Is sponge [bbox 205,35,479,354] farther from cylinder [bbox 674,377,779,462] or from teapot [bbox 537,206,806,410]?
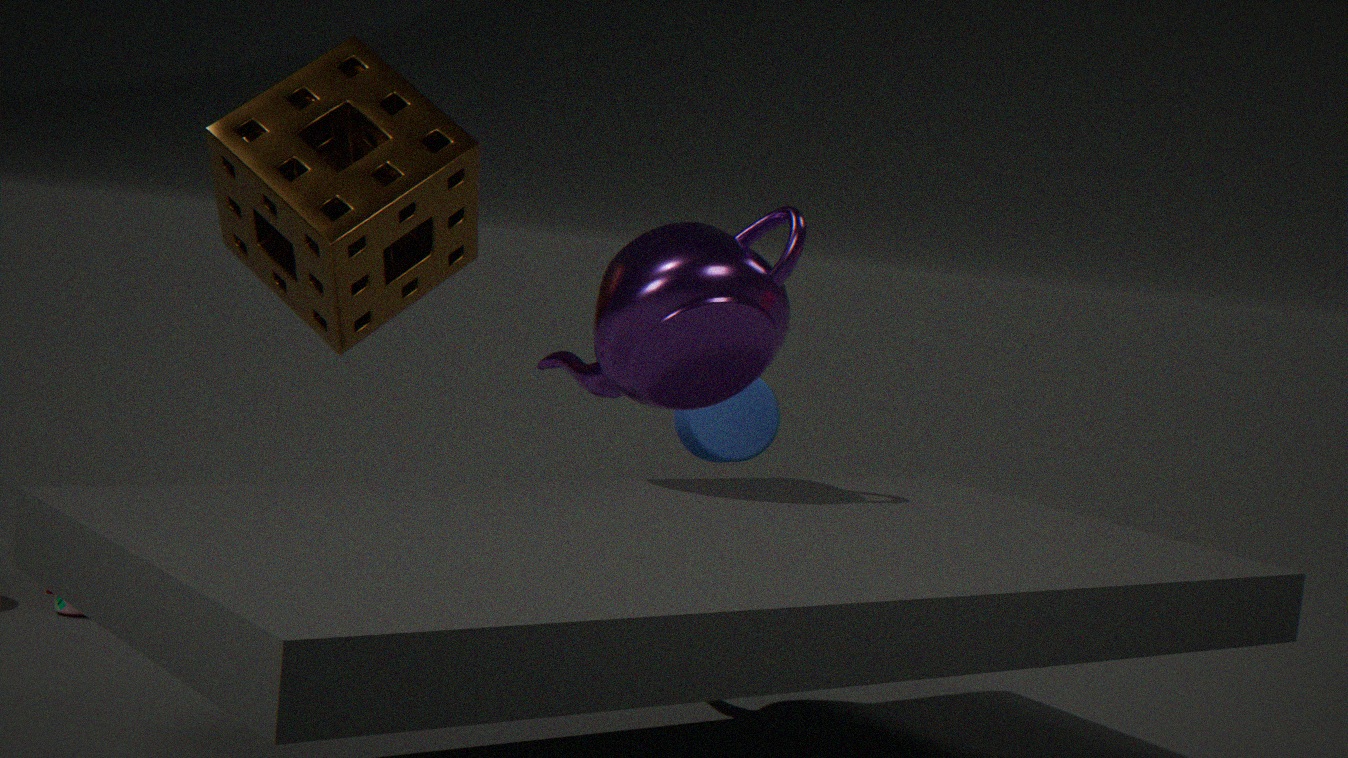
cylinder [bbox 674,377,779,462]
